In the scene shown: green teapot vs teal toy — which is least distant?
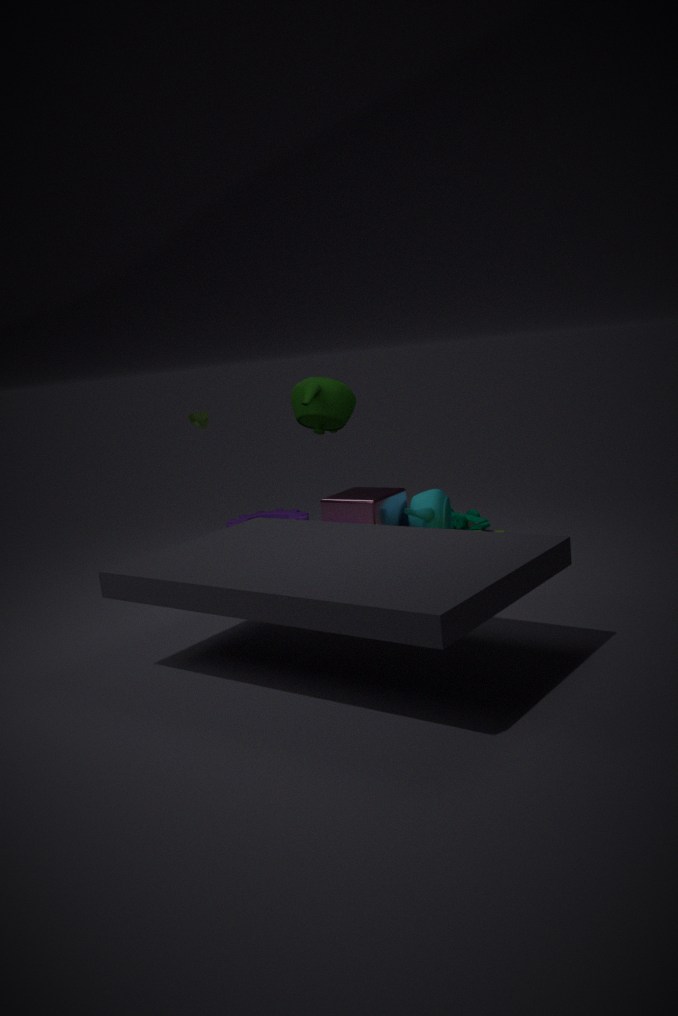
green teapot
